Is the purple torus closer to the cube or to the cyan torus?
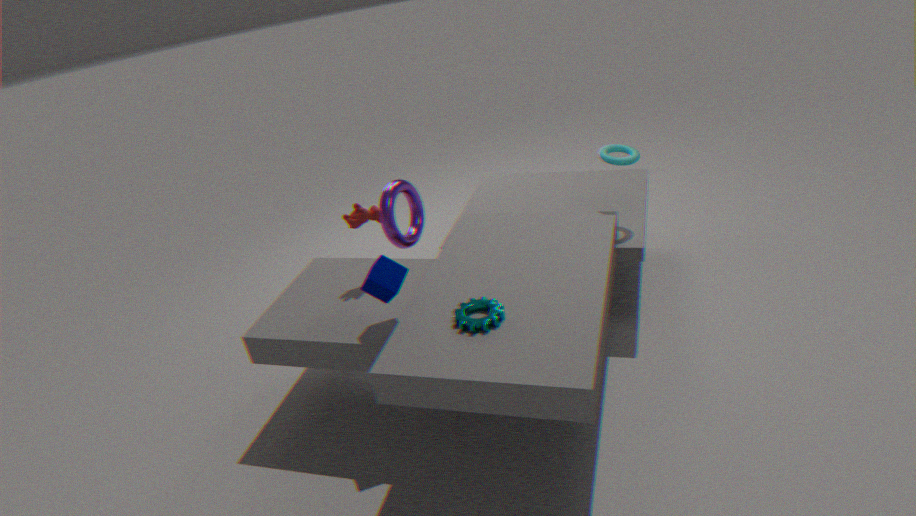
the cube
